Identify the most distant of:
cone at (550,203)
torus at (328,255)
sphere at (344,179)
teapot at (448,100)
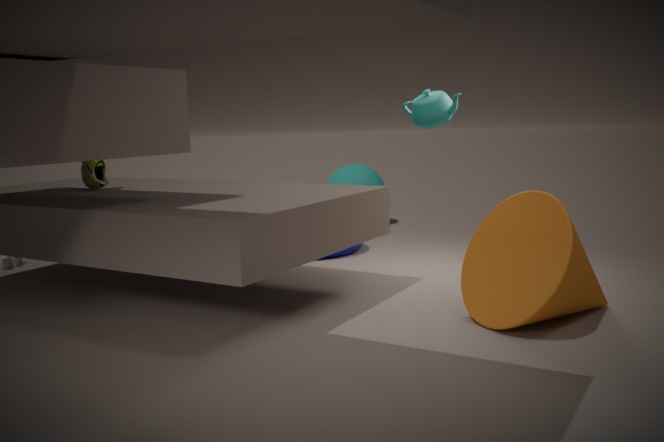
sphere at (344,179)
